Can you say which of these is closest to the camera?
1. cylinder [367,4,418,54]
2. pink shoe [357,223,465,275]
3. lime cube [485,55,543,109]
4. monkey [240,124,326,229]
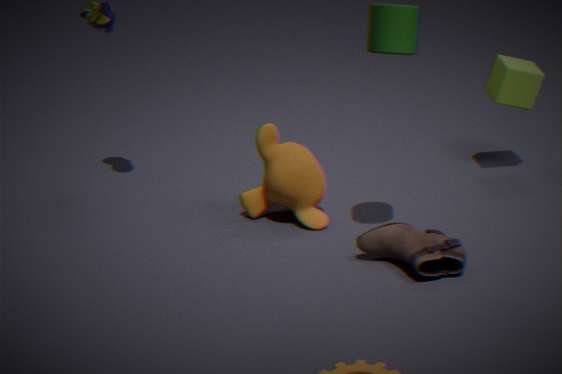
cylinder [367,4,418,54]
